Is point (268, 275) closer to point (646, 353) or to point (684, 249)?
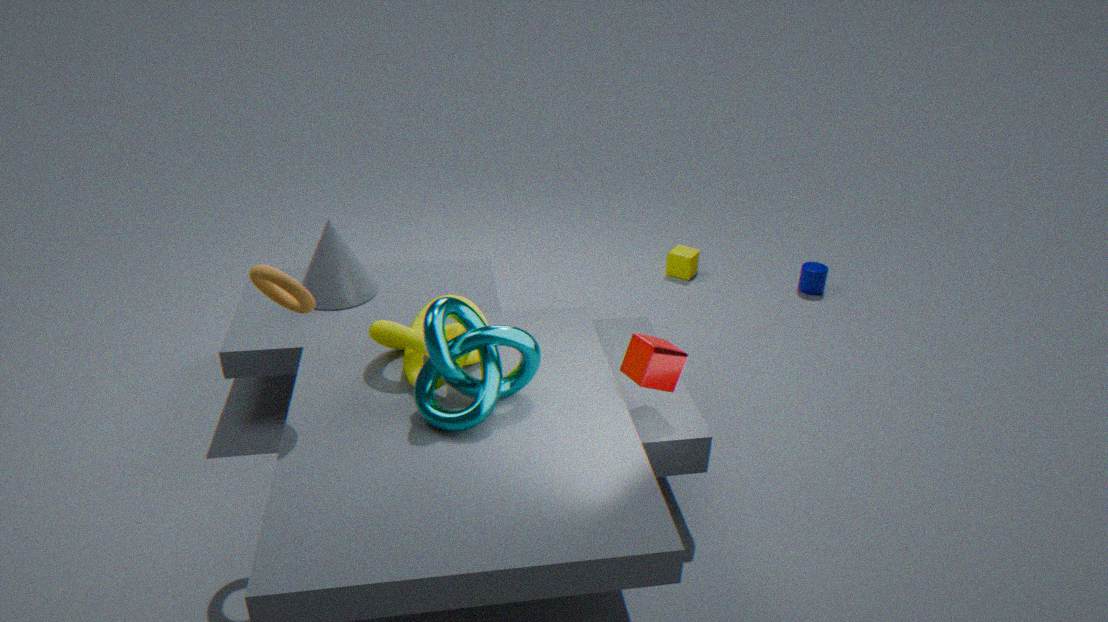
point (646, 353)
